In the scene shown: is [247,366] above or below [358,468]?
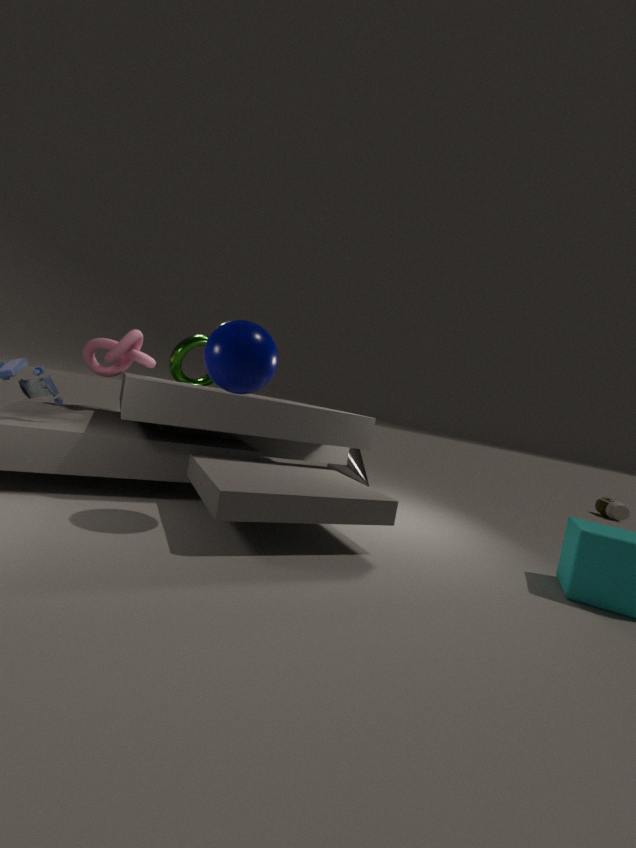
above
